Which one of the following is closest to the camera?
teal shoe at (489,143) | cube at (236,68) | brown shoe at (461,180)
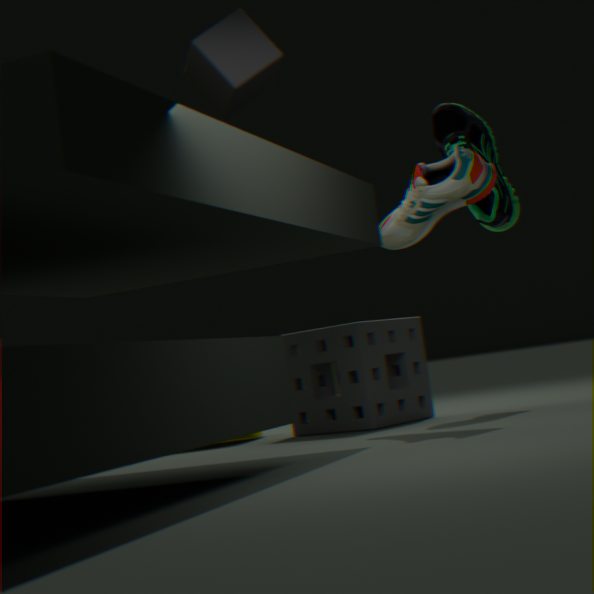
cube at (236,68)
